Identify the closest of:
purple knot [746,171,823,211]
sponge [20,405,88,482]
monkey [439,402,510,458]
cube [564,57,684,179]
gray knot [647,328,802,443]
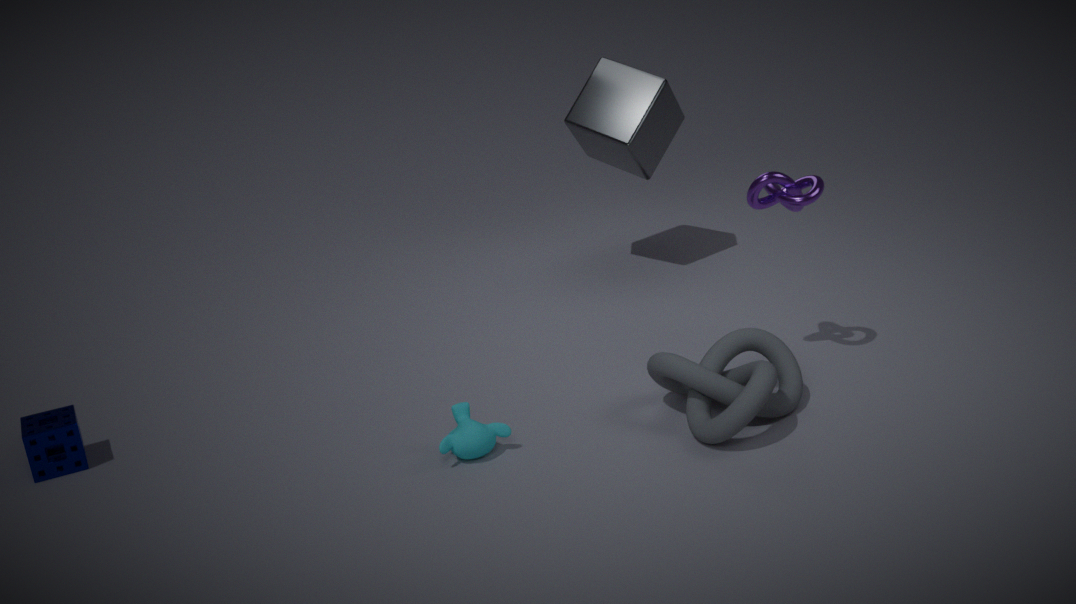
gray knot [647,328,802,443]
